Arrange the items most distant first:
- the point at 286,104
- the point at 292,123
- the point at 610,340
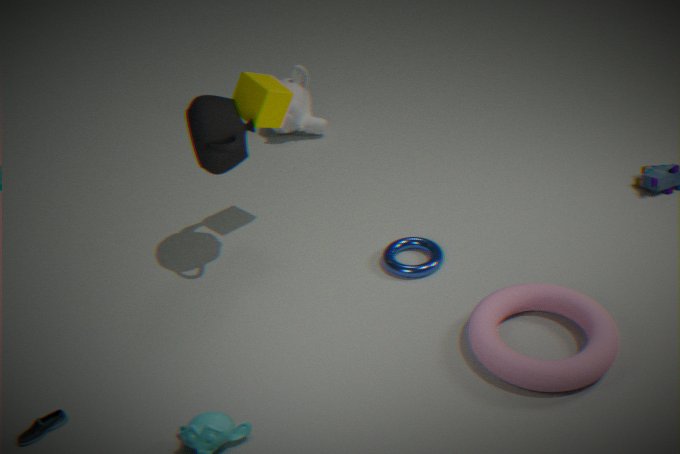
the point at 292,123, the point at 286,104, the point at 610,340
